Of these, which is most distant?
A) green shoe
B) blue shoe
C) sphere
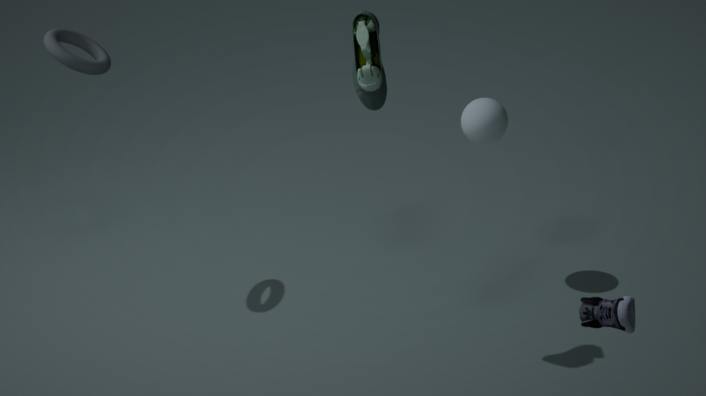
sphere
